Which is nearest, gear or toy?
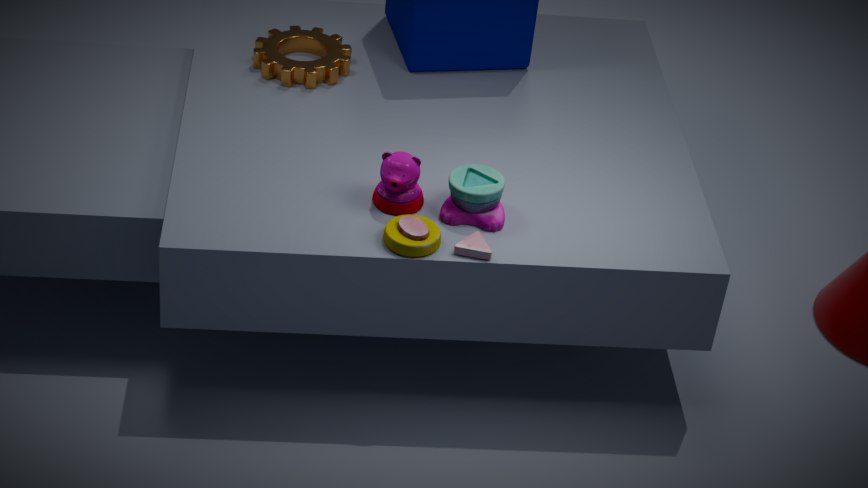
toy
